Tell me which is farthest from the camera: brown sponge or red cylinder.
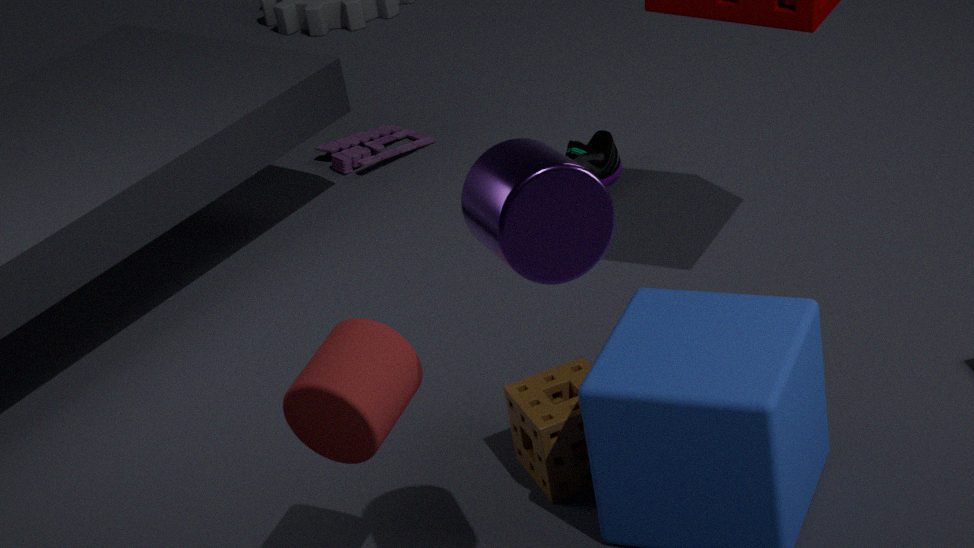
brown sponge
